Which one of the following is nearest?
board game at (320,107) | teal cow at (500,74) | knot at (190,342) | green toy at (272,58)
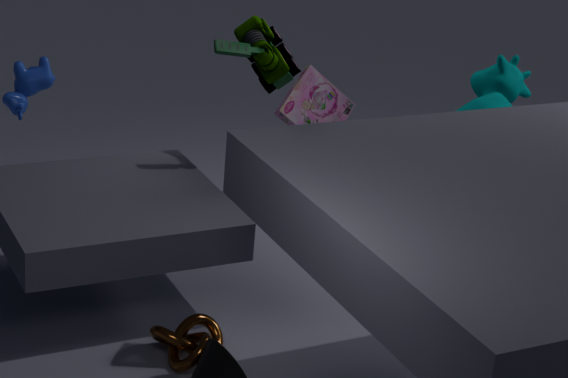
board game at (320,107)
